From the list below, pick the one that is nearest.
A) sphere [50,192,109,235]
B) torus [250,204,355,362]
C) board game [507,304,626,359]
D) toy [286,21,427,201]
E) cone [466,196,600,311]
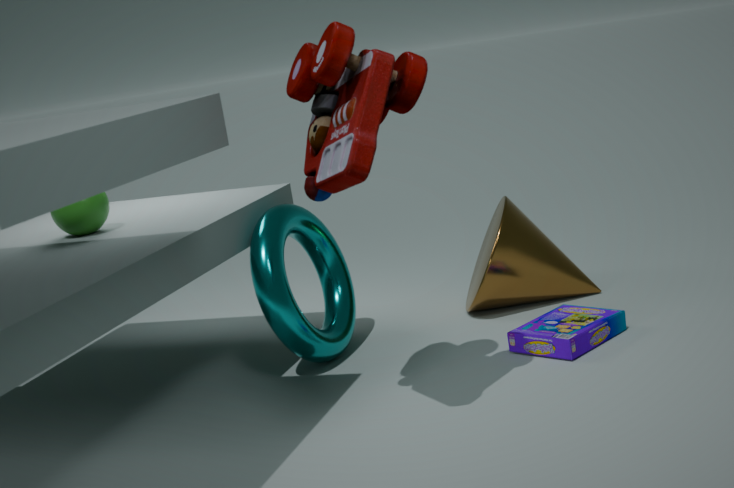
toy [286,21,427,201]
